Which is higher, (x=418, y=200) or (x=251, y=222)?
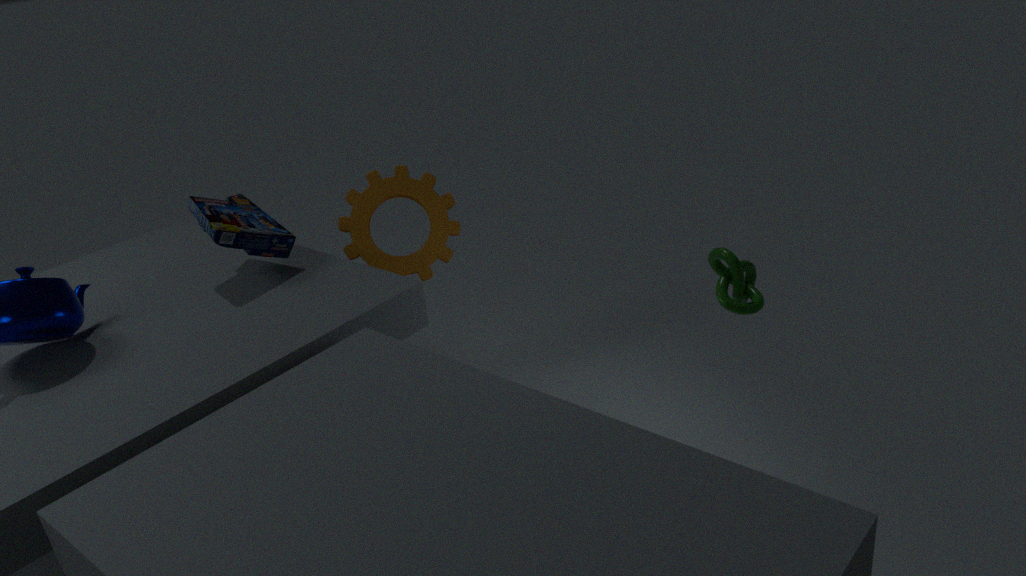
(x=251, y=222)
